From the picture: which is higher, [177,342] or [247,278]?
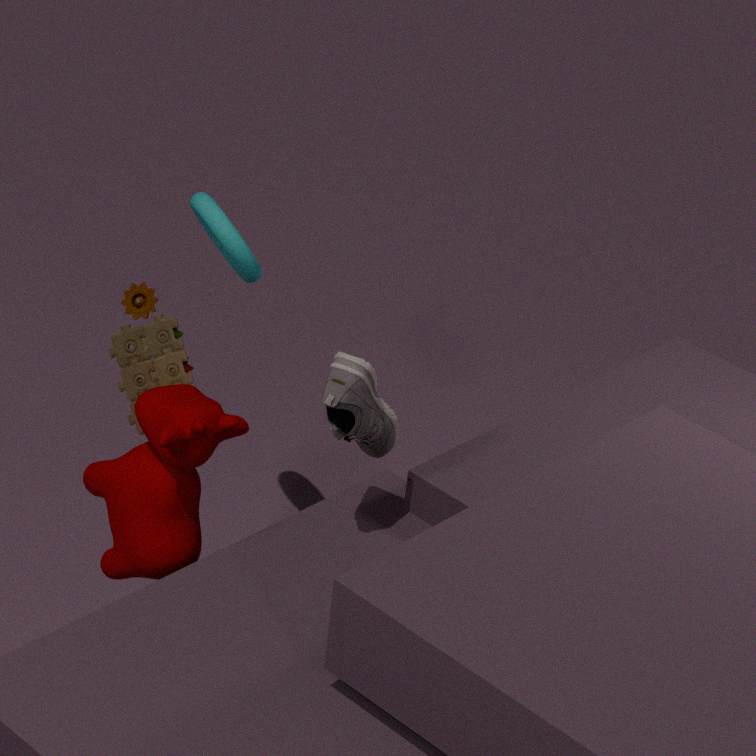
[247,278]
